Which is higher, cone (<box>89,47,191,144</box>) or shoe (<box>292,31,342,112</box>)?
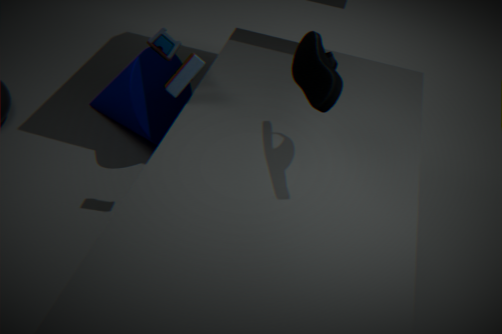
shoe (<box>292,31,342,112</box>)
